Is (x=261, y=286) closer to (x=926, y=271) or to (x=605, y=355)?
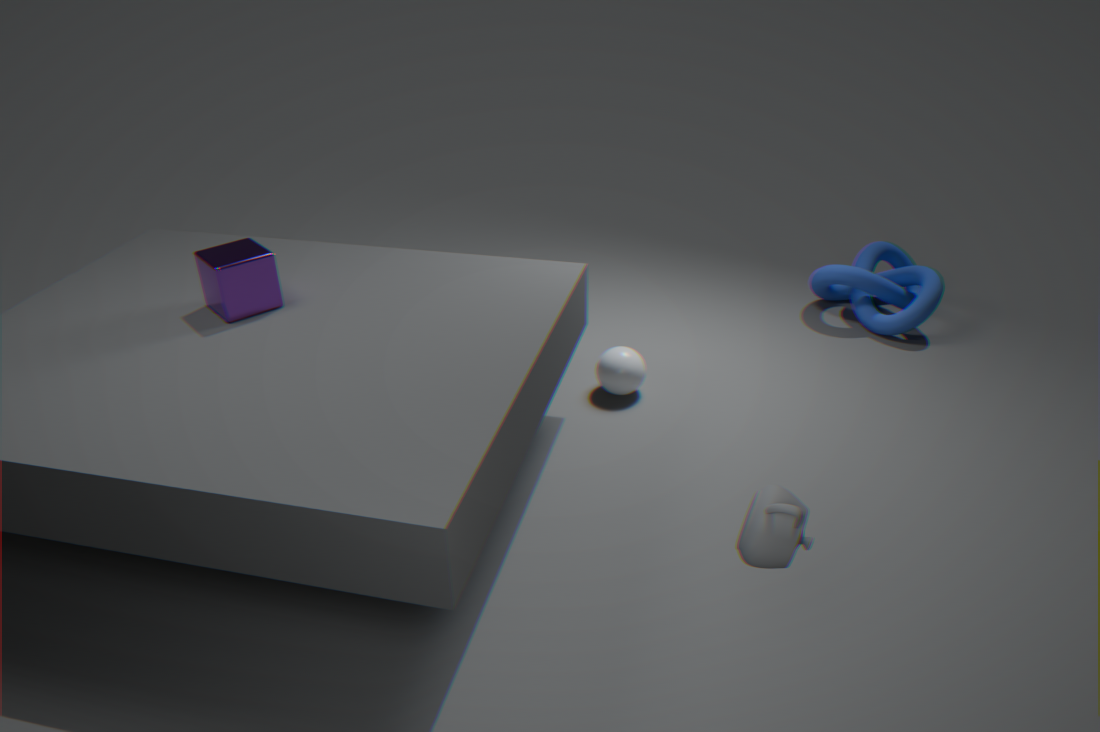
(x=605, y=355)
